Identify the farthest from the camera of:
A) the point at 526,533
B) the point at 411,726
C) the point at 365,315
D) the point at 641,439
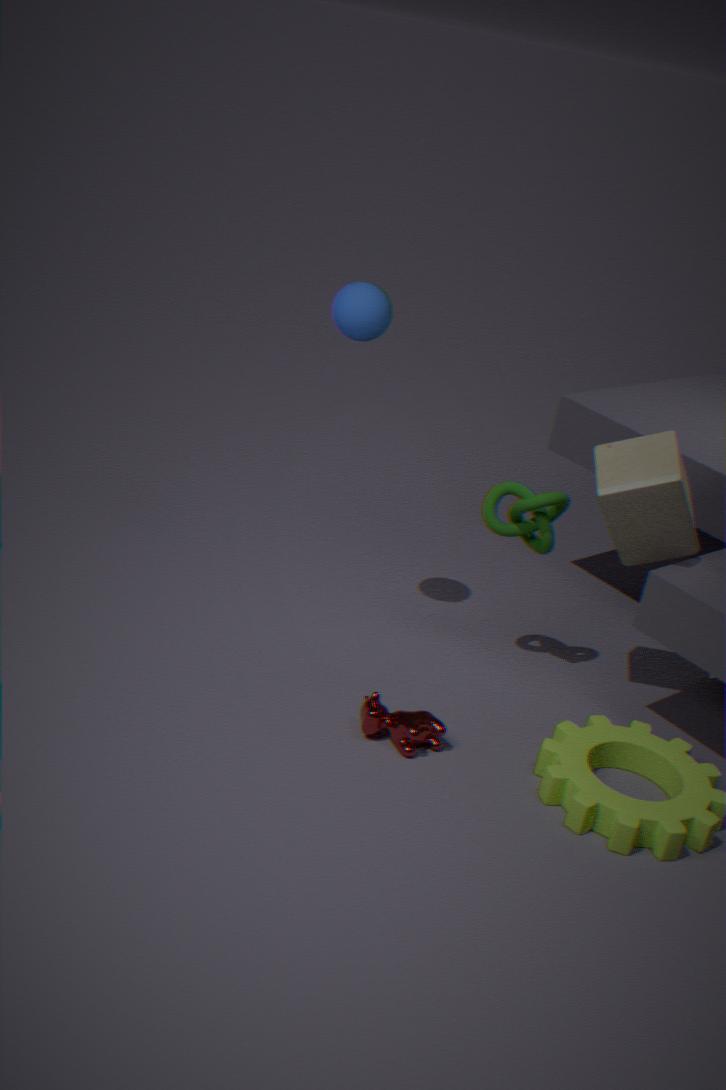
the point at 526,533
